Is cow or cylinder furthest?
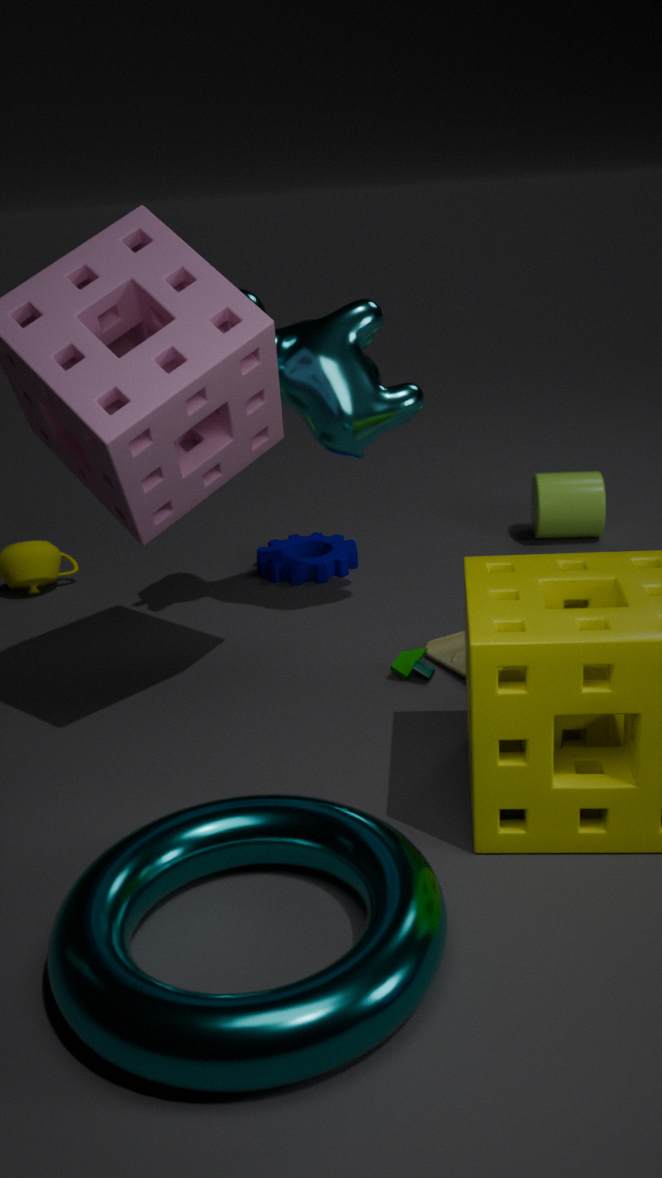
cylinder
